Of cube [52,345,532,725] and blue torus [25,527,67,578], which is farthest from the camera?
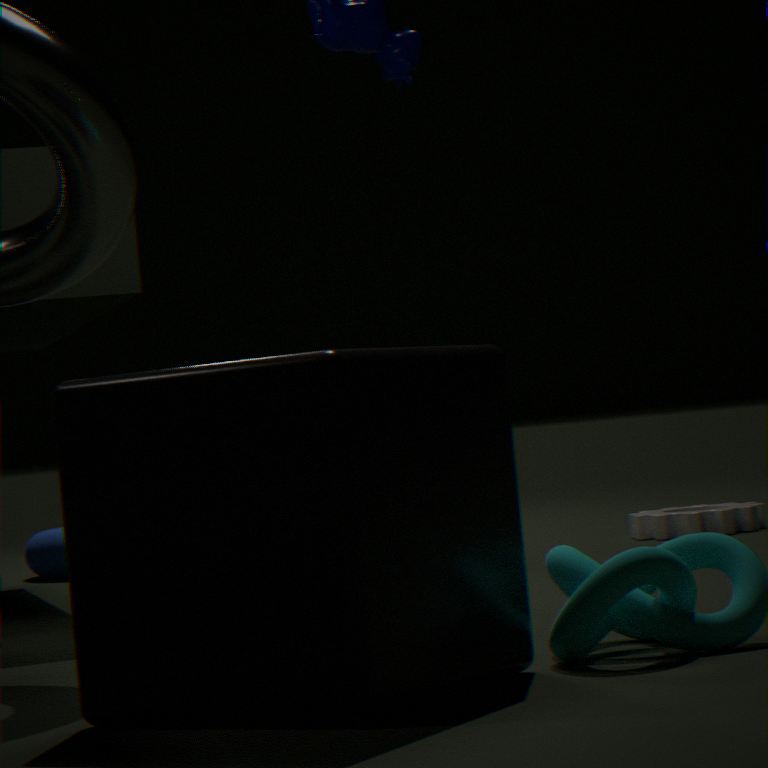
blue torus [25,527,67,578]
